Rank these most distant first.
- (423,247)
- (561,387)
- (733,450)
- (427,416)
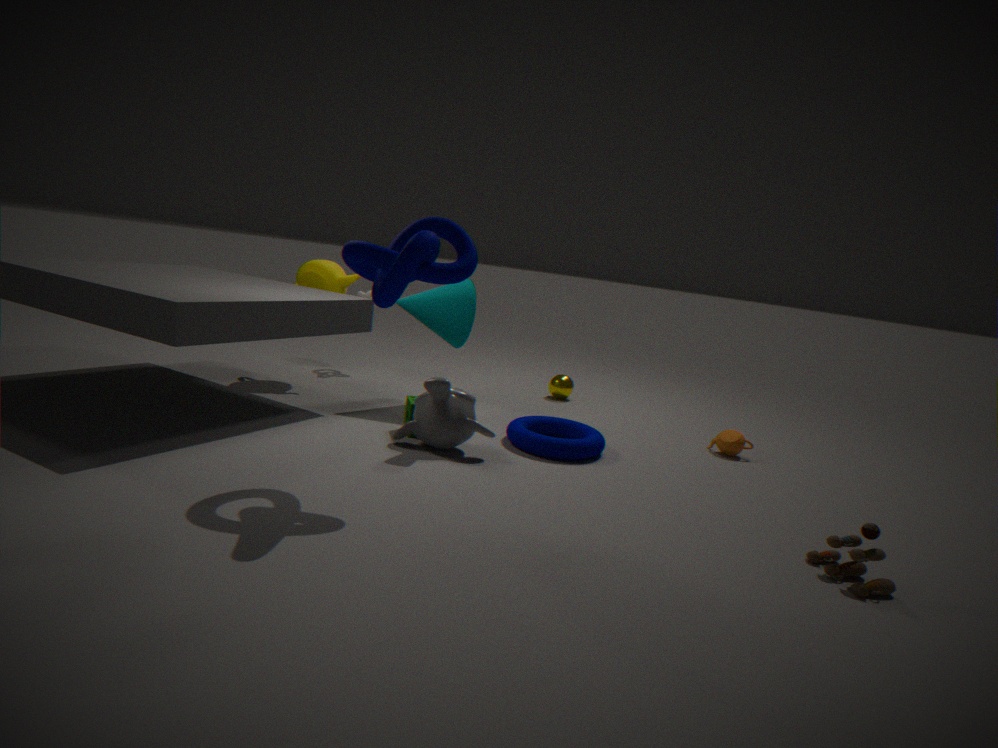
(561,387) → (733,450) → (427,416) → (423,247)
